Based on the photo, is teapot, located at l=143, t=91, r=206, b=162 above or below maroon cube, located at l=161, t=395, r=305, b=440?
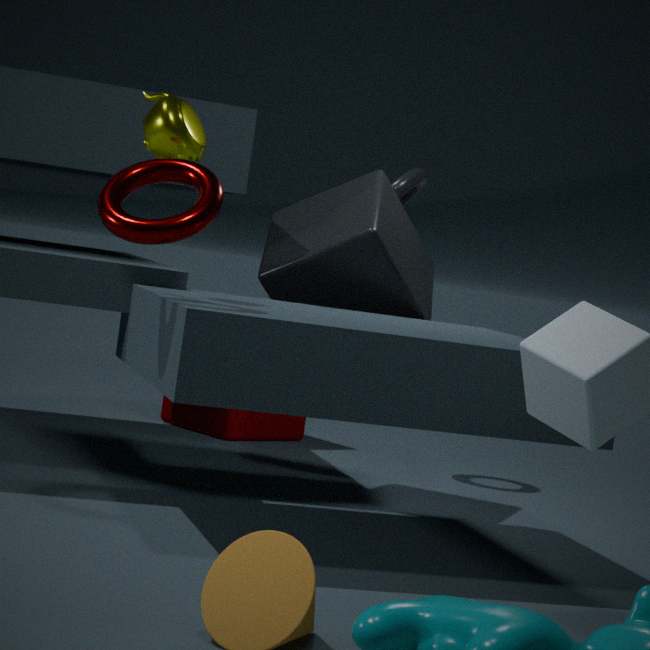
above
